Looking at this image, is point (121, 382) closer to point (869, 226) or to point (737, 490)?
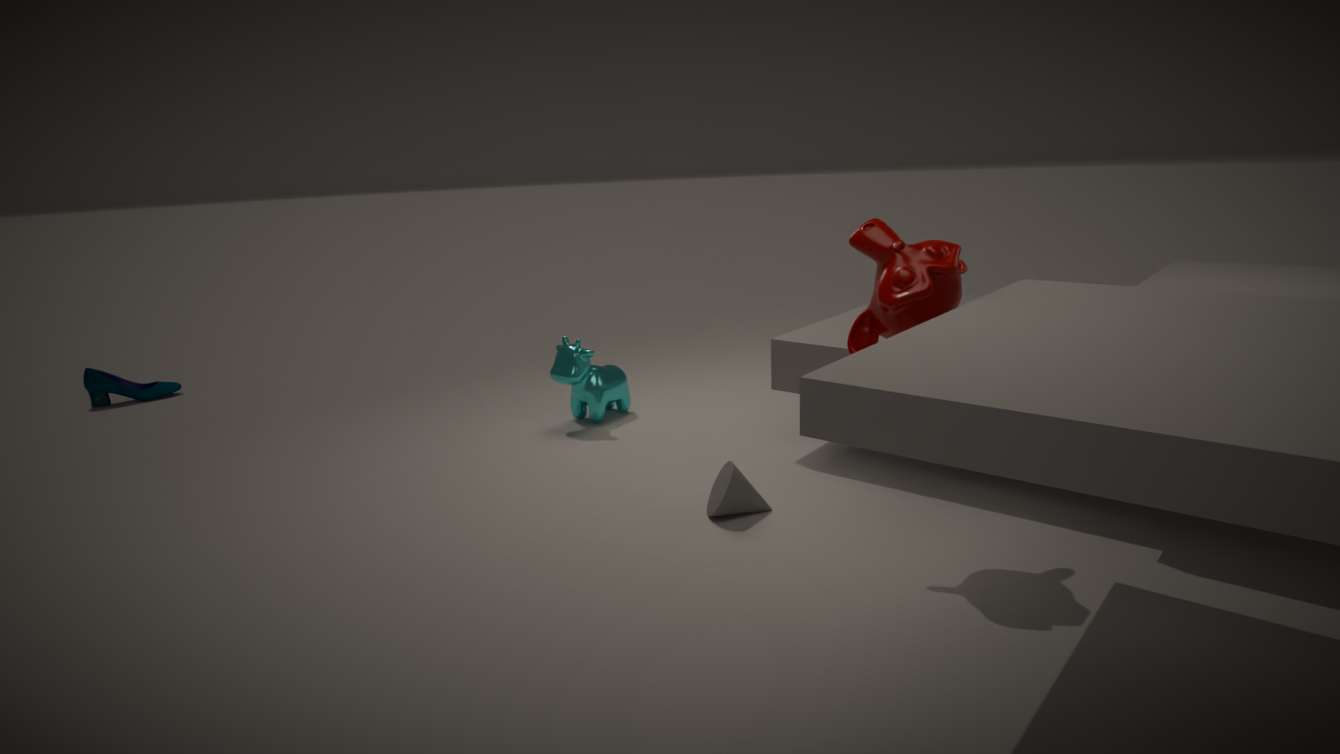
point (737, 490)
